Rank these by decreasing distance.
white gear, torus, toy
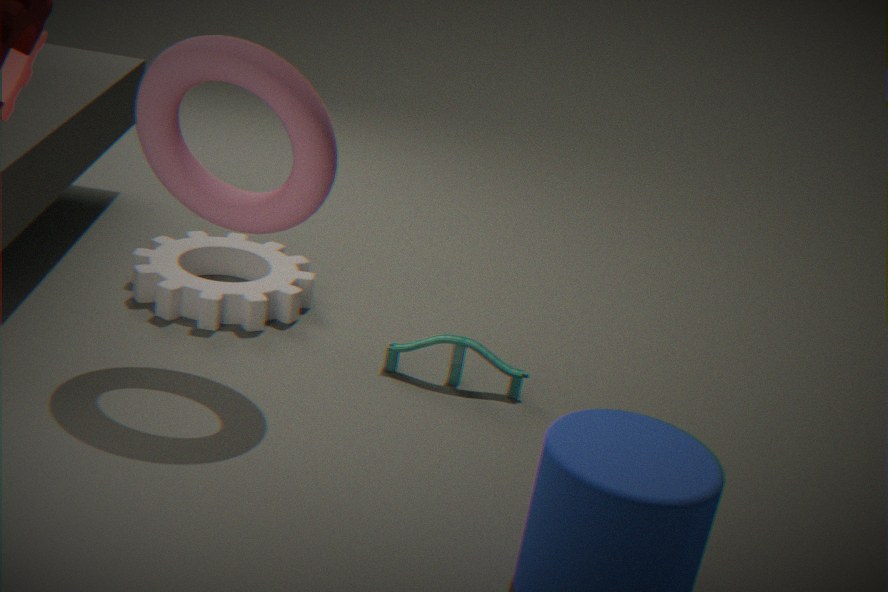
white gear < toy < torus
